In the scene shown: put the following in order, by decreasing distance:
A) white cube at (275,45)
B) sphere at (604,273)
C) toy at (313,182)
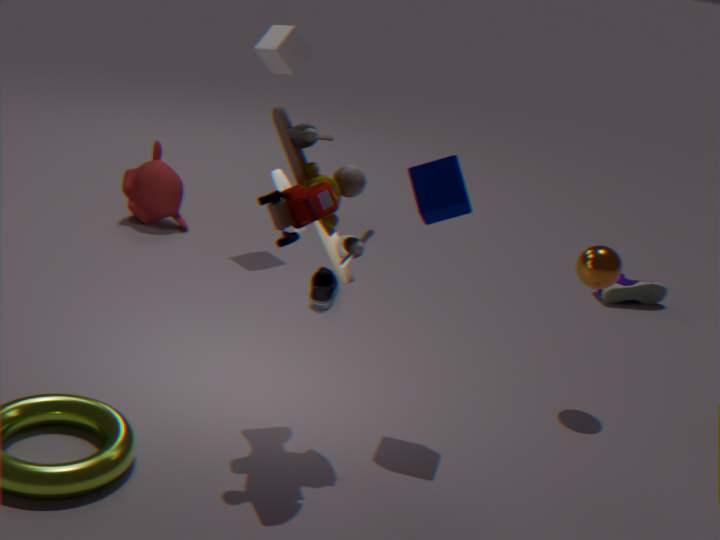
white cube at (275,45)
sphere at (604,273)
toy at (313,182)
